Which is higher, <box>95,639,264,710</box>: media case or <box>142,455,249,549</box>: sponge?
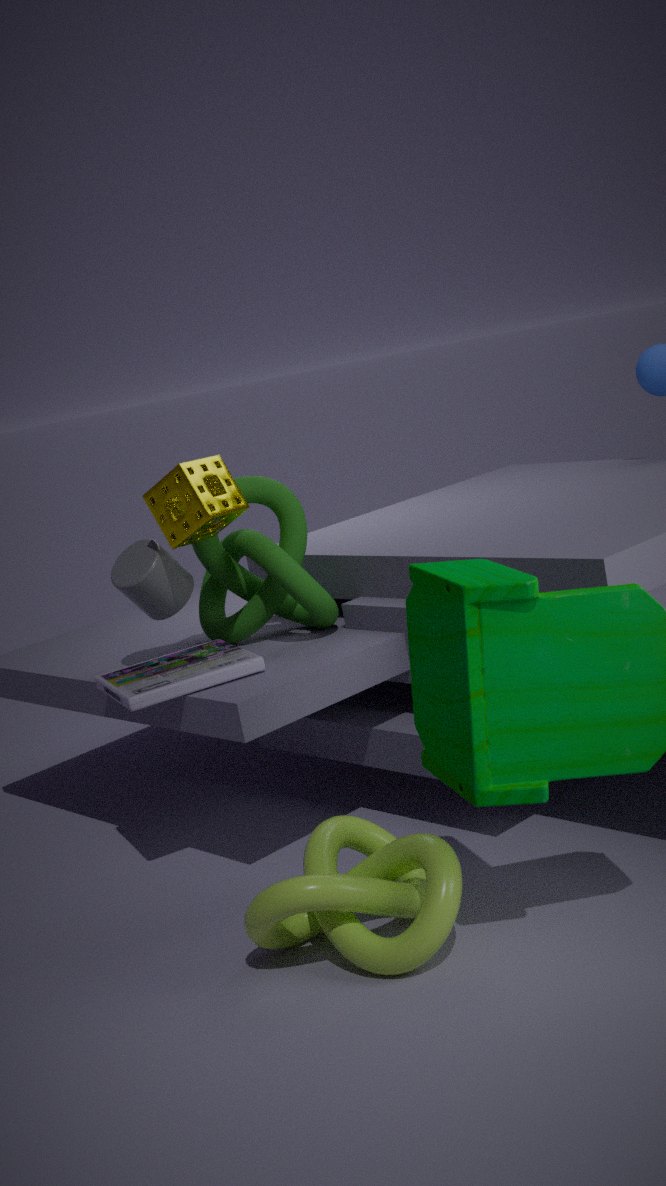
<box>142,455,249,549</box>: sponge
